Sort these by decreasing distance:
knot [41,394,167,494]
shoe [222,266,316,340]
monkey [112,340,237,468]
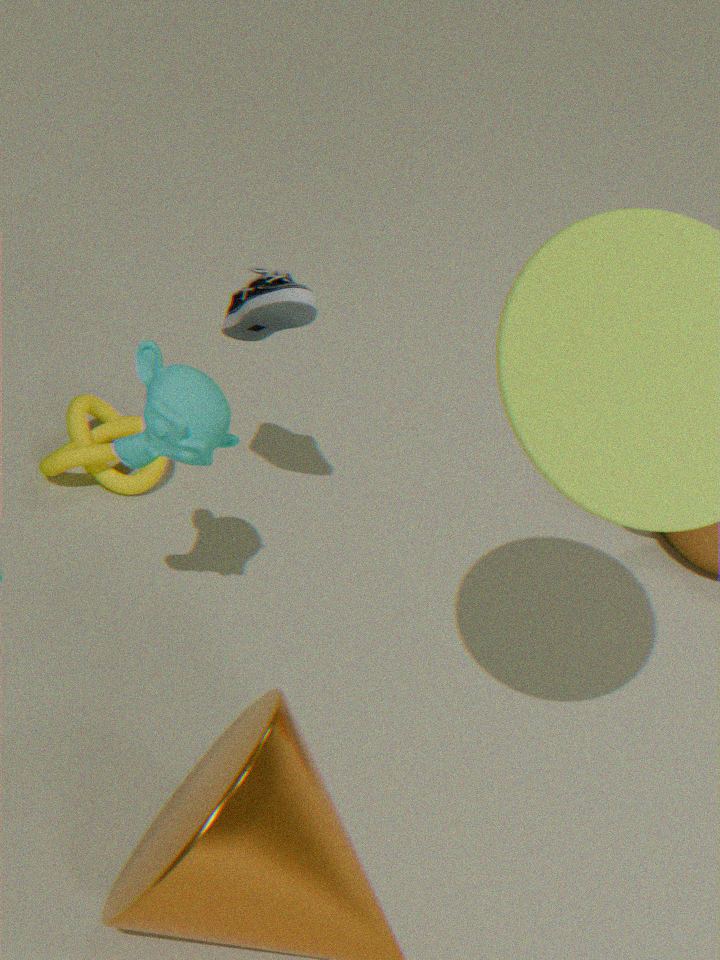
knot [41,394,167,494] → shoe [222,266,316,340] → monkey [112,340,237,468]
